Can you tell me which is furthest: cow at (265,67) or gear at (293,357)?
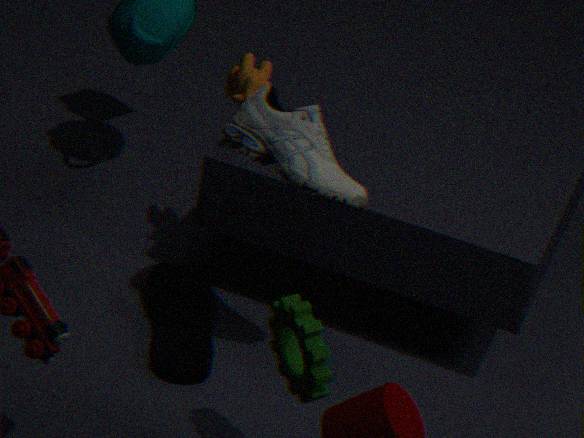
cow at (265,67)
